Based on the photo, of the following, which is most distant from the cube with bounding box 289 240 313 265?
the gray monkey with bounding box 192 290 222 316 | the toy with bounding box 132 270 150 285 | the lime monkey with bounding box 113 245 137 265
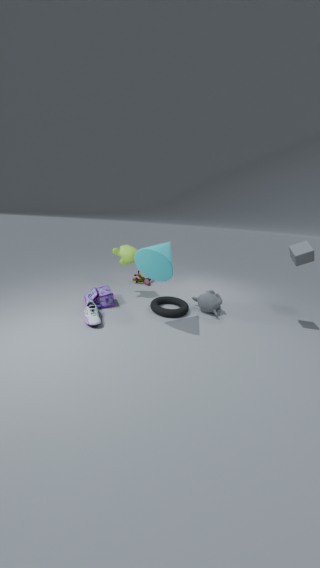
the toy with bounding box 132 270 150 285
